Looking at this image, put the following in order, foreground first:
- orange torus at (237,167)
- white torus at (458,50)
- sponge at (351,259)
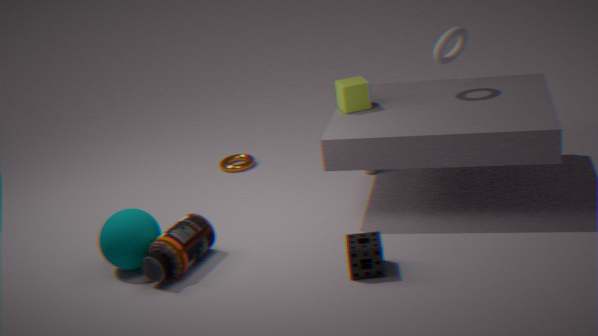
1. sponge at (351,259)
2. white torus at (458,50)
3. orange torus at (237,167)
